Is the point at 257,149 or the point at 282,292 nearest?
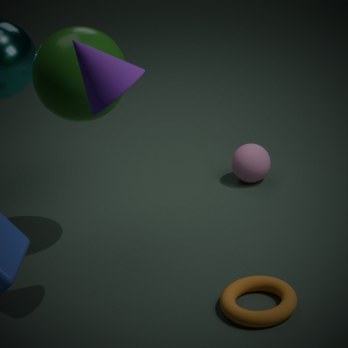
the point at 282,292
